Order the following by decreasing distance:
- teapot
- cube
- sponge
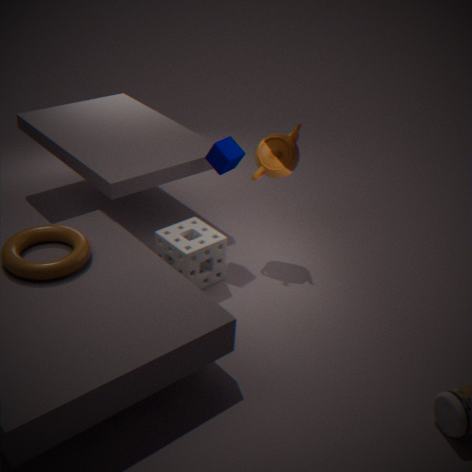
teapot
cube
sponge
